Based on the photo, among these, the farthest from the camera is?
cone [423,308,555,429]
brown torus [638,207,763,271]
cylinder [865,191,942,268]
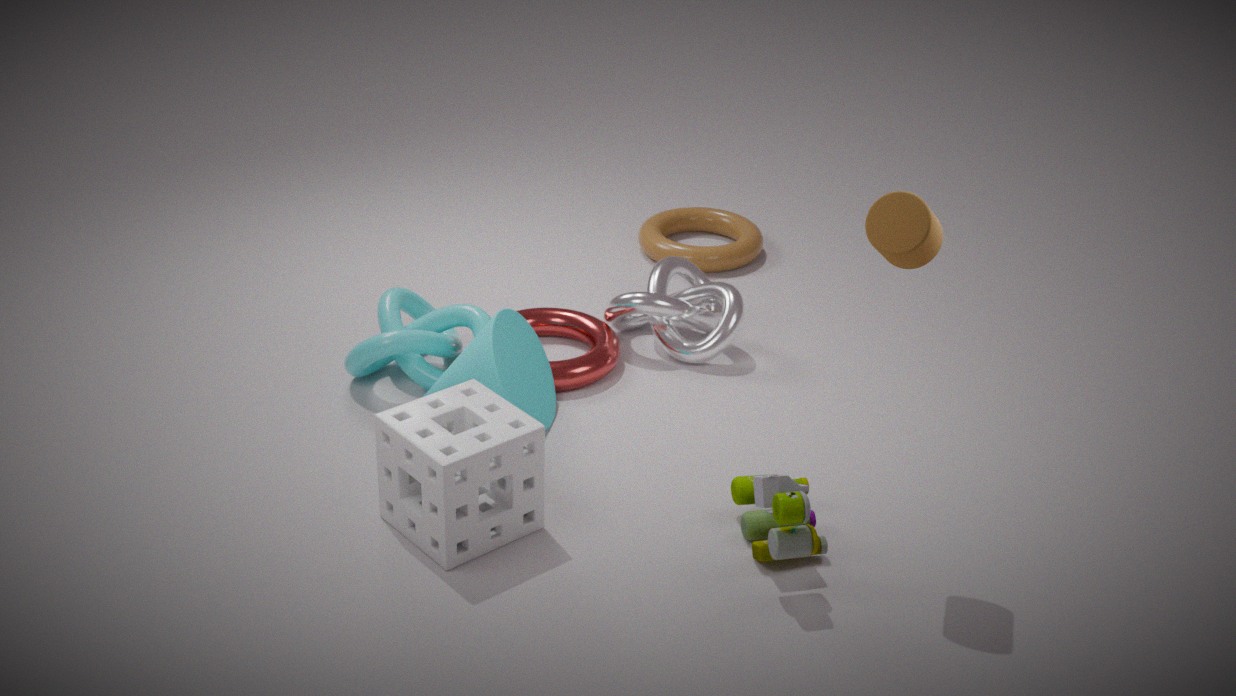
brown torus [638,207,763,271]
